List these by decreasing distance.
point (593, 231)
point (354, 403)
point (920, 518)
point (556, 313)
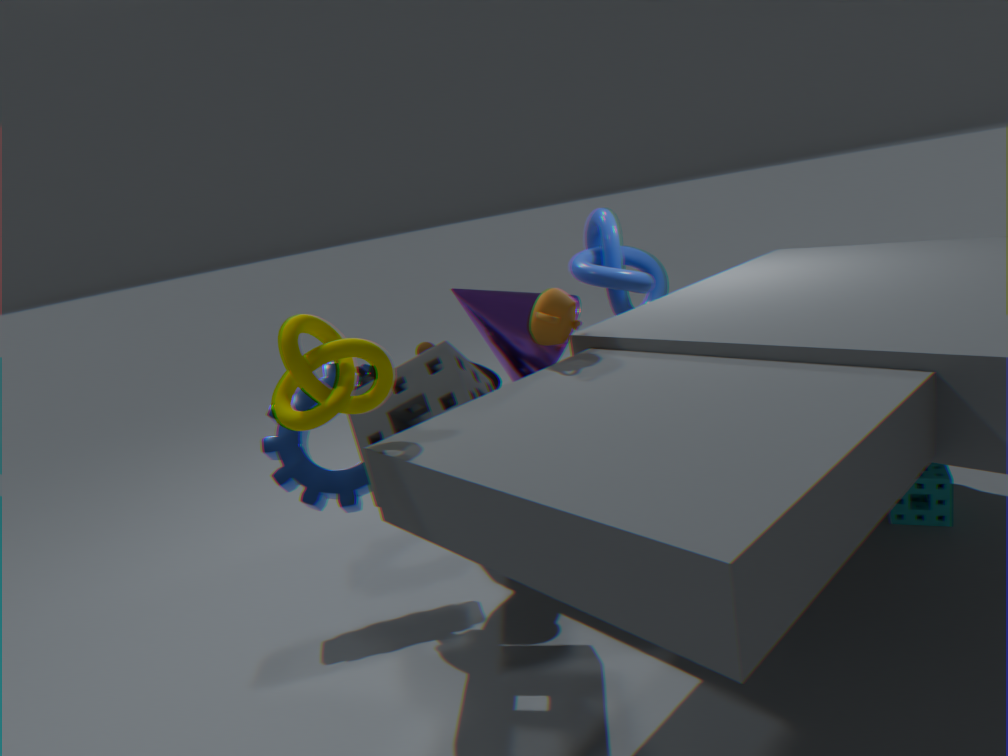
point (593, 231) → point (920, 518) → point (556, 313) → point (354, 403)
